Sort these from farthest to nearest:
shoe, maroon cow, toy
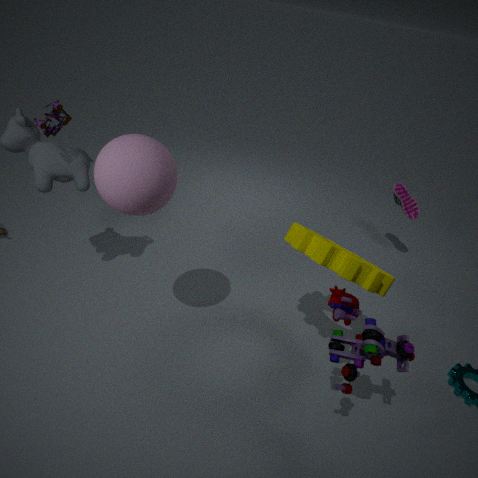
1. shoe
2. maroon cow
3. toy
